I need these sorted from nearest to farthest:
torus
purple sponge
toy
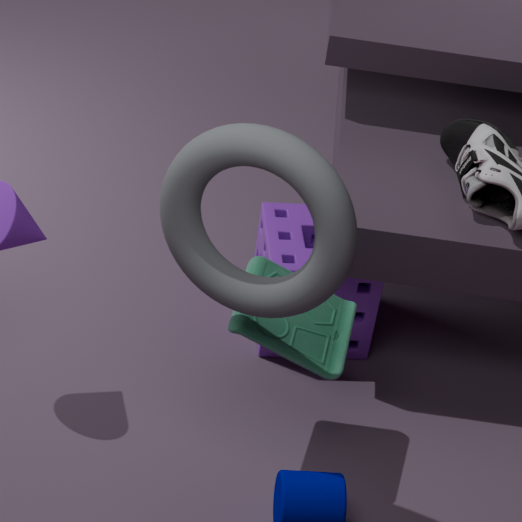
1. torus
2. toy
3. purple sponge
